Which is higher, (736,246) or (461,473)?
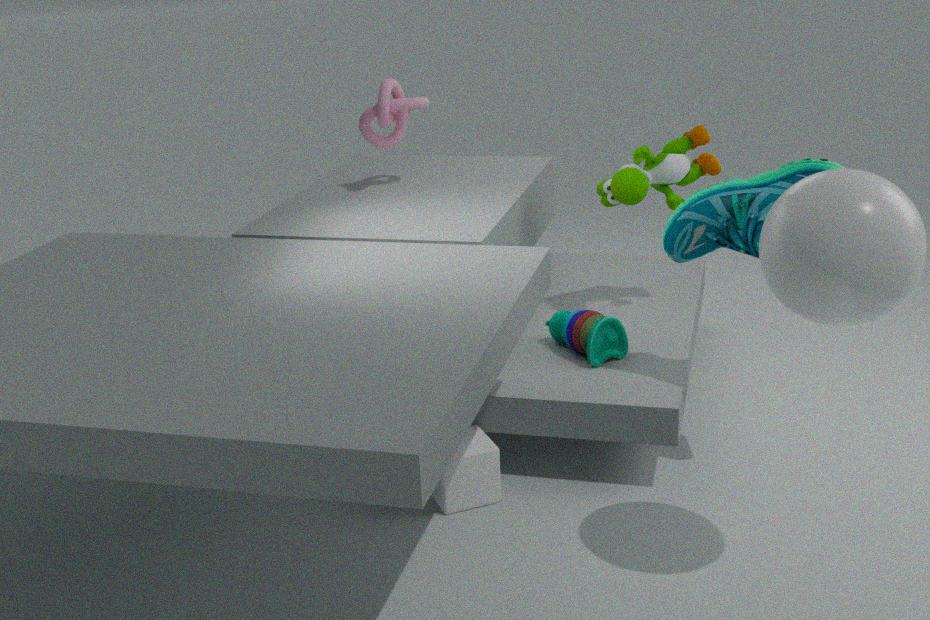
(736,246)
